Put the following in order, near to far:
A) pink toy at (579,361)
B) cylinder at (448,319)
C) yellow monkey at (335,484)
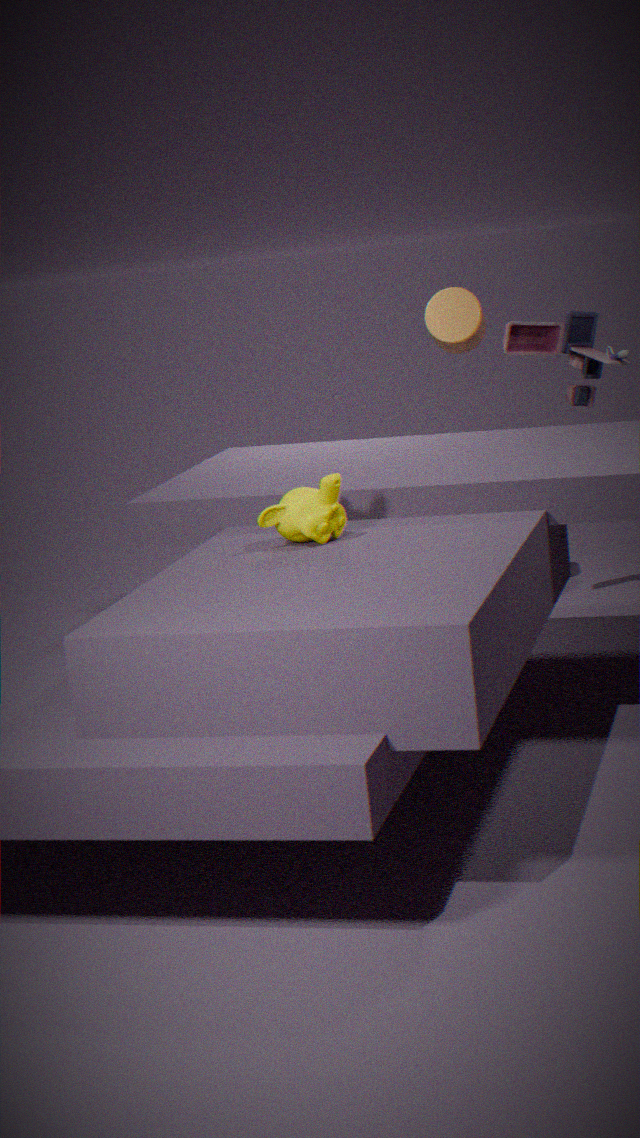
yellow monkey at (335,484) < pink toy at (579,361) < cylinder at (448,319)
